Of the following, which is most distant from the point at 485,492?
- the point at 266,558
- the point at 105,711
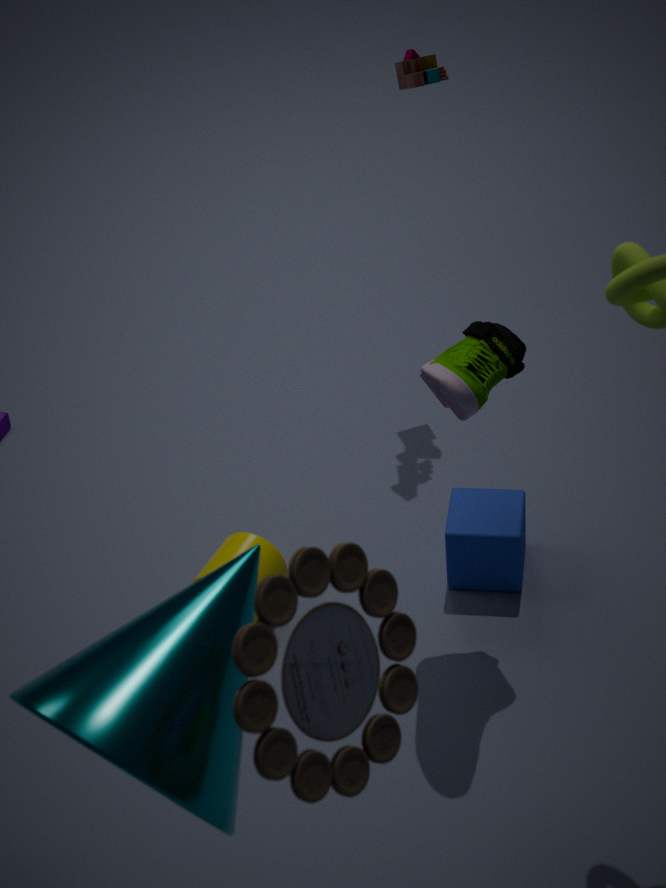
the point at 105,711
